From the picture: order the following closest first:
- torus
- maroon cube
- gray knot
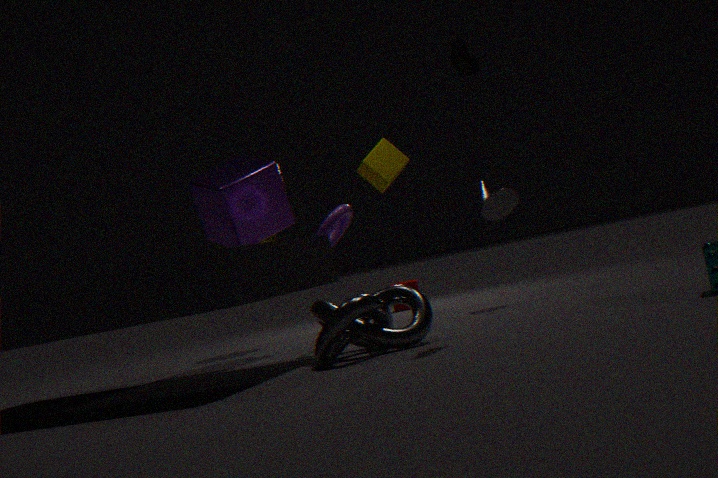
1. gray knot
2. torus
3. maroon cube
